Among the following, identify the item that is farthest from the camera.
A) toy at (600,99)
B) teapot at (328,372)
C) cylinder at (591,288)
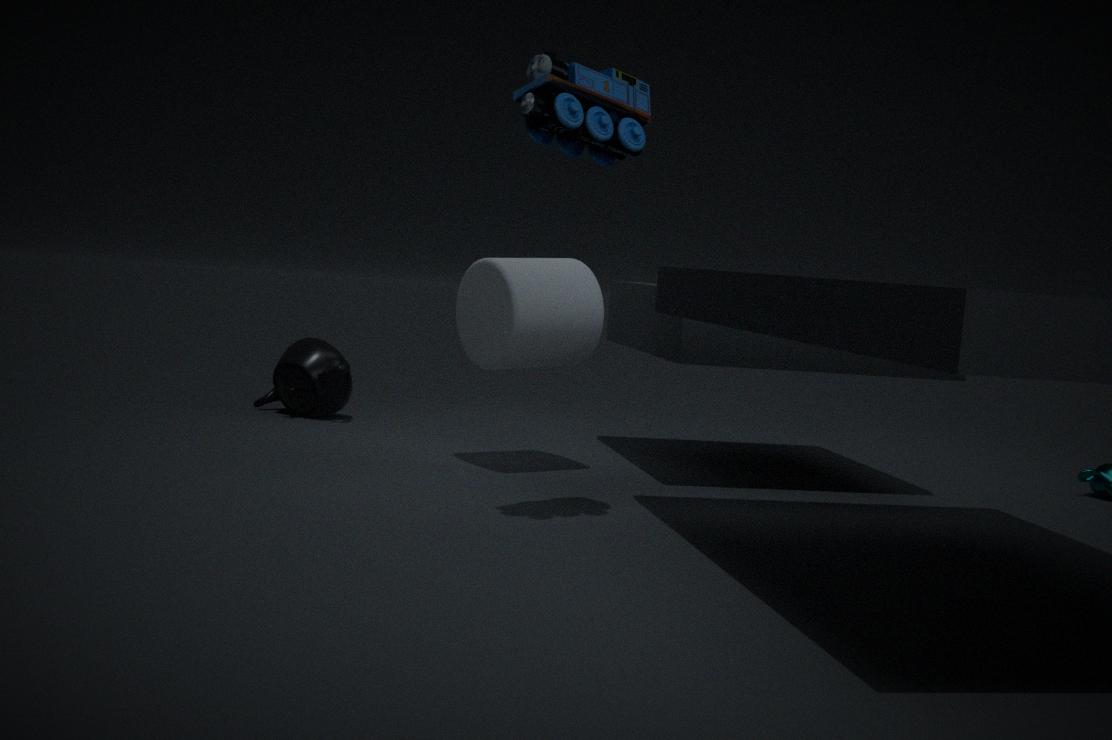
teapot at (328,372)
